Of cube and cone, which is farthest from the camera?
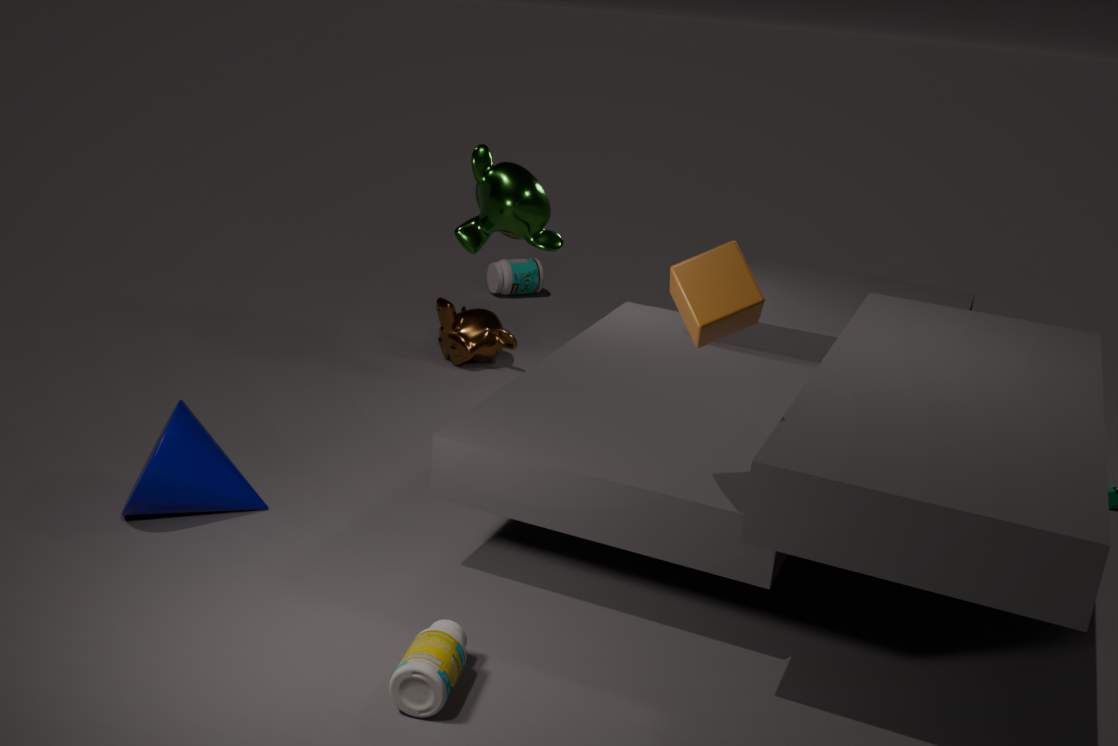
cone
